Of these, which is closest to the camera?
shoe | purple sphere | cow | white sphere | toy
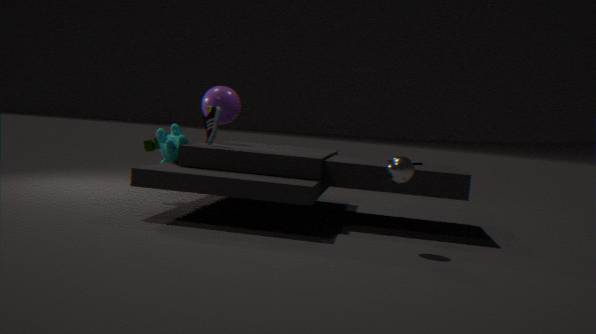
white sphere
